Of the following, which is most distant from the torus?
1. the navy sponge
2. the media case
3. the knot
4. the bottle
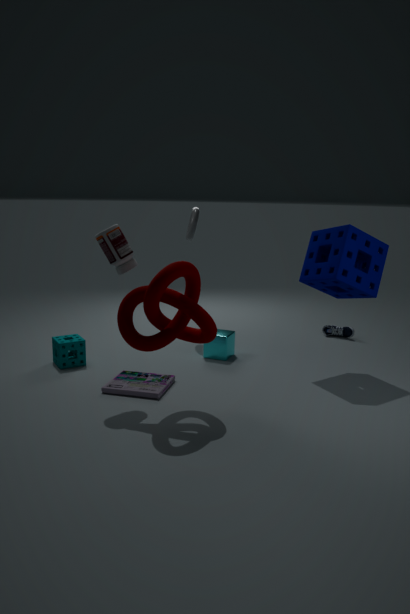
the knot
